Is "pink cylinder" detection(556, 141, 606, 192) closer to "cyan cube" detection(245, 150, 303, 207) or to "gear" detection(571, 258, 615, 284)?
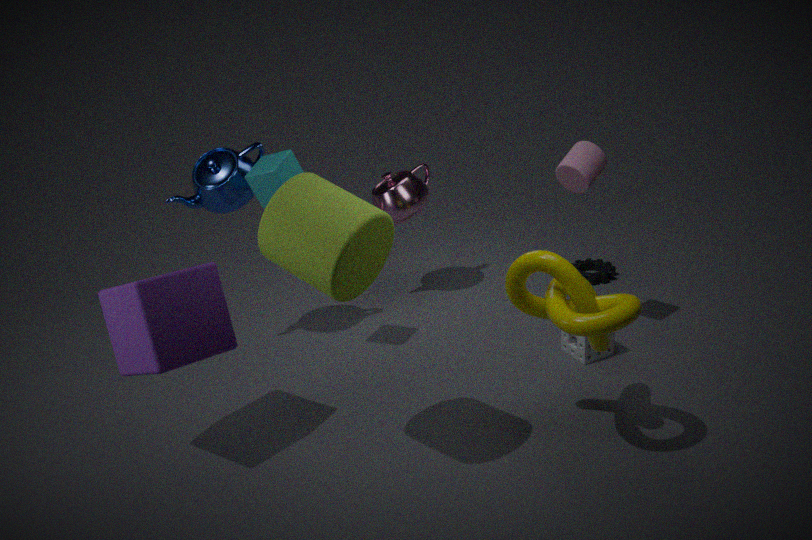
"gear" detection(571, 258, 615, 284)
